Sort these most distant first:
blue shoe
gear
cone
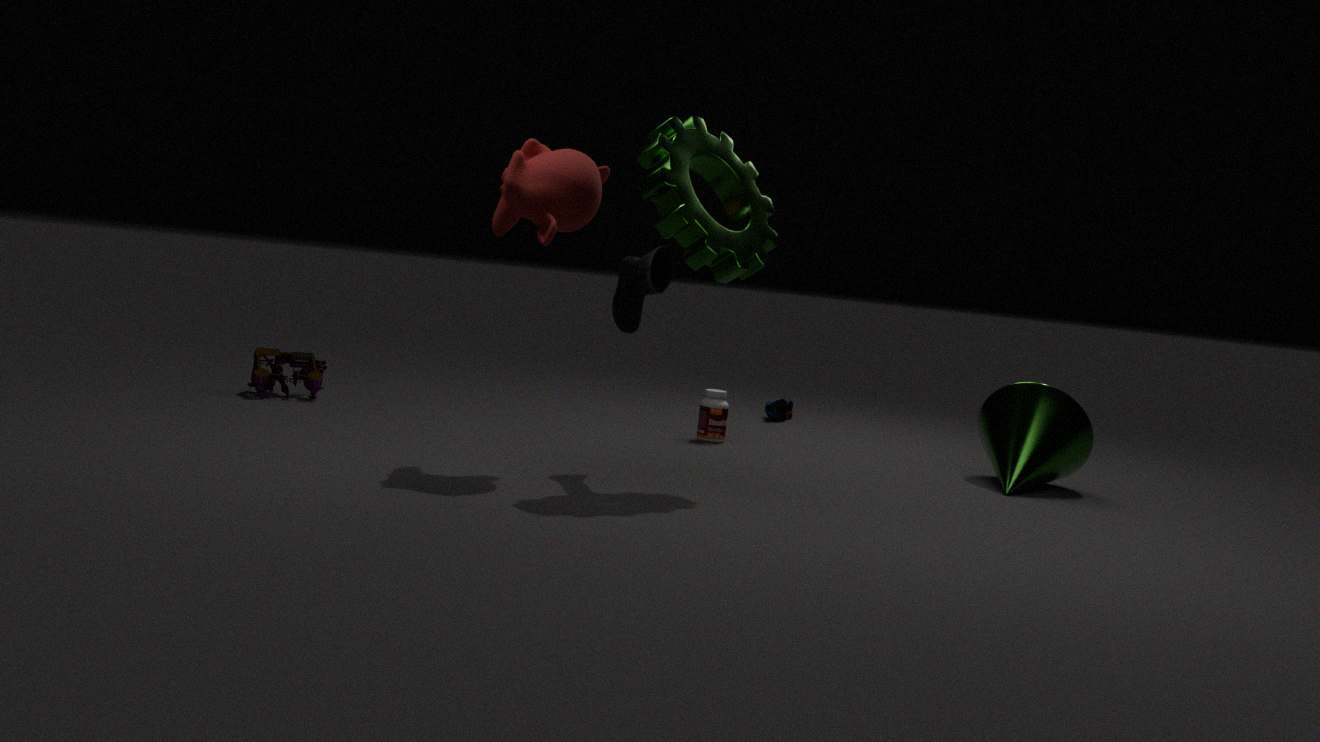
blue shoe
cone
gear
